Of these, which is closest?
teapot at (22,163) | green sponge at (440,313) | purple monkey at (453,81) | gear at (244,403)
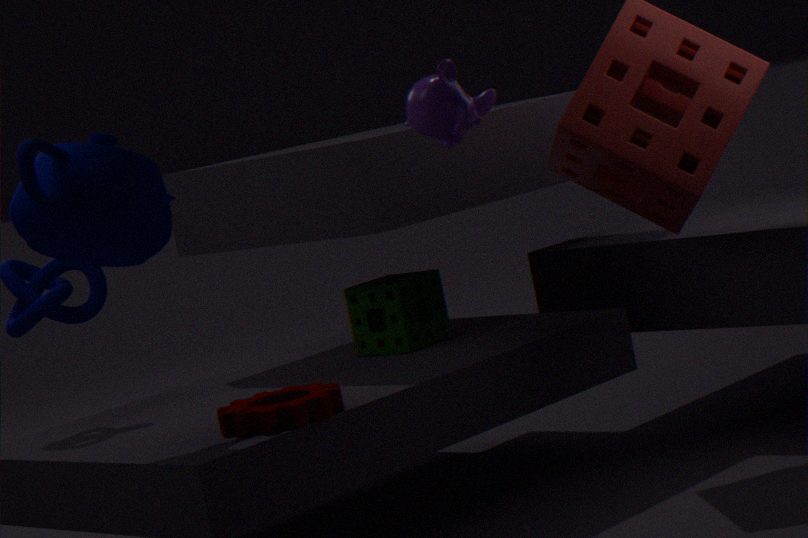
teapot at (22,163)
